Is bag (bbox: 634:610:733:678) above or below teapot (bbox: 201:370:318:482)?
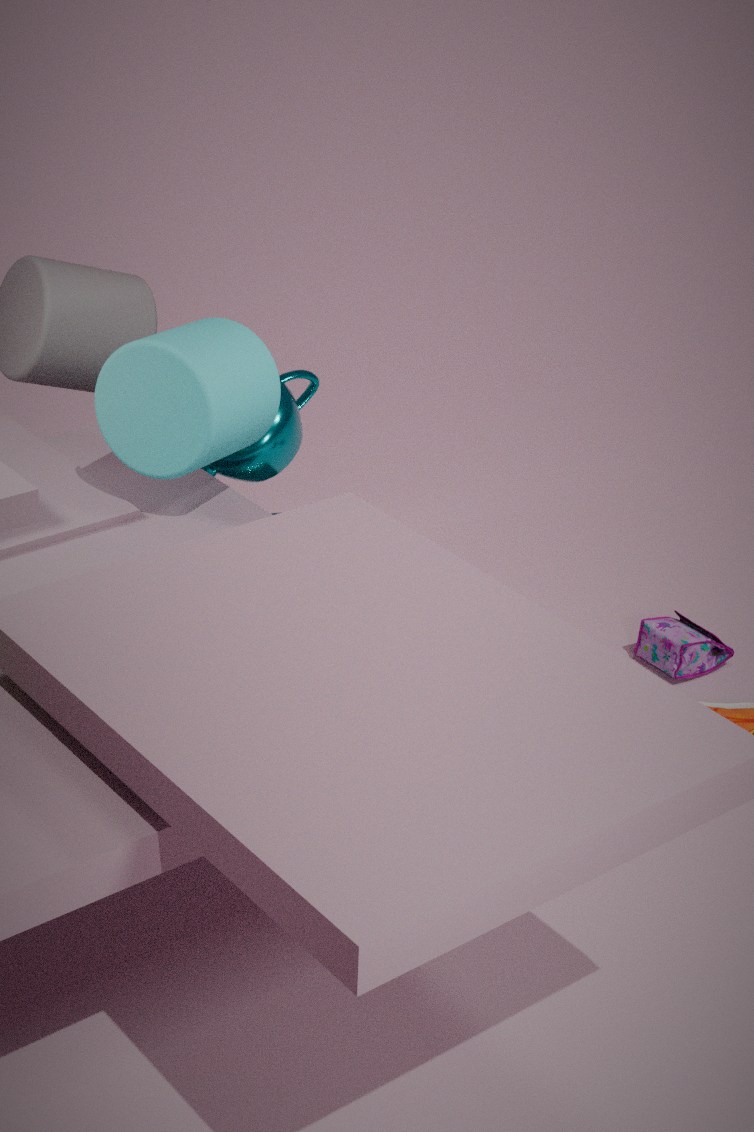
below
